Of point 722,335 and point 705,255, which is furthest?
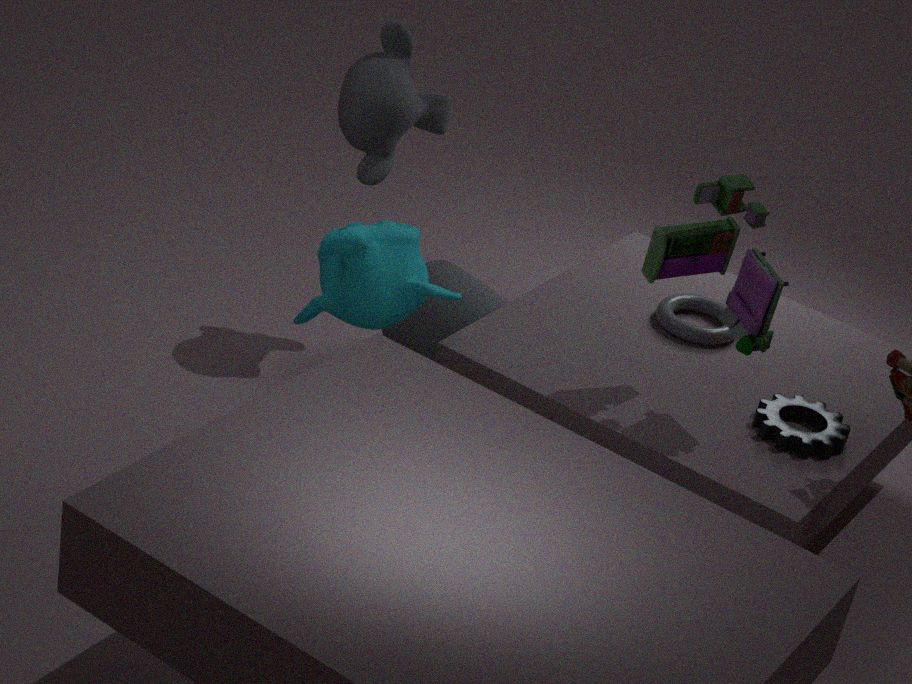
point 722,335
